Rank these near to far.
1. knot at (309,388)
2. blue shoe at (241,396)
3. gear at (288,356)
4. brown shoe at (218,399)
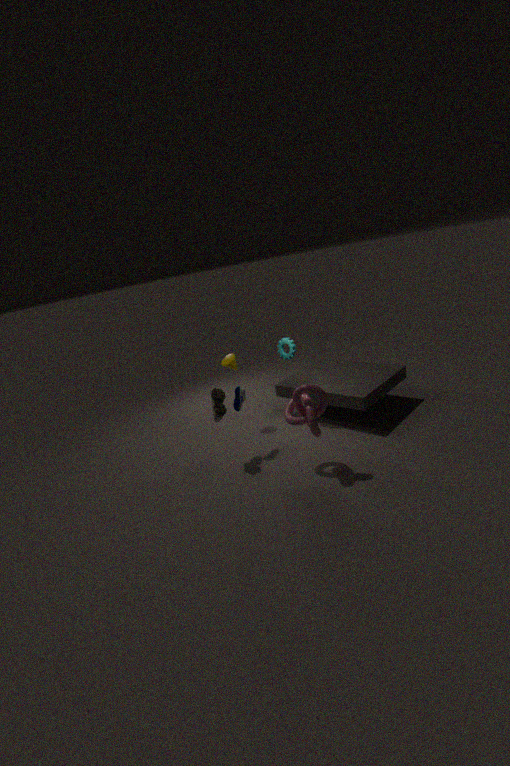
1. knot at (309,388)
2. brown shoe at (218,399)
3. blue shoe at (241,396)
4. gear at (288,356)
